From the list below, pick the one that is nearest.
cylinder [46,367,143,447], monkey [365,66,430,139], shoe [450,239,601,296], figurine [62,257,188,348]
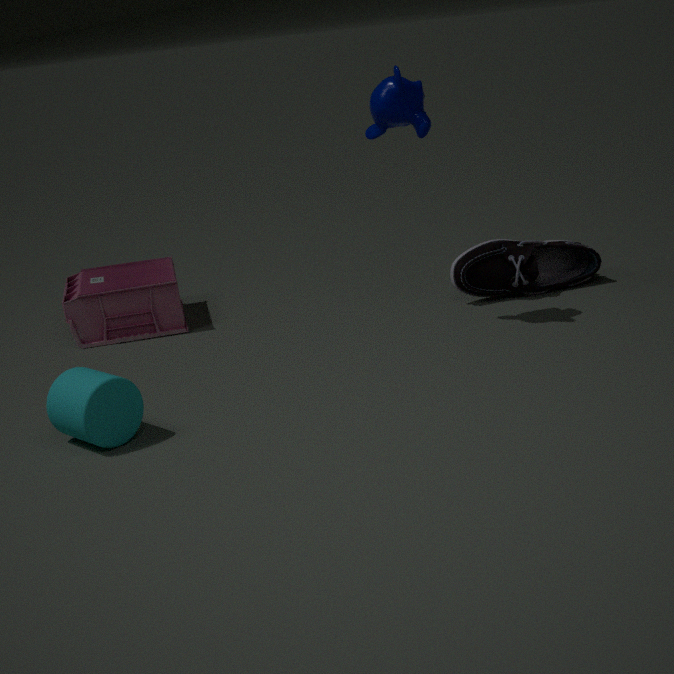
cylinder [46,367,143,447]
